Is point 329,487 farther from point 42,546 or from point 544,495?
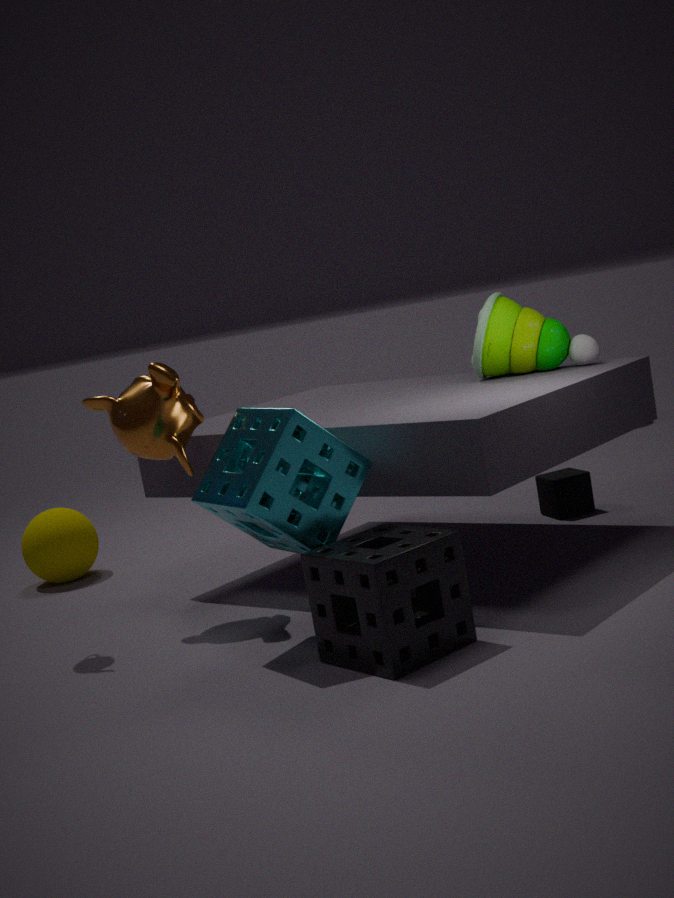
point 42,546
